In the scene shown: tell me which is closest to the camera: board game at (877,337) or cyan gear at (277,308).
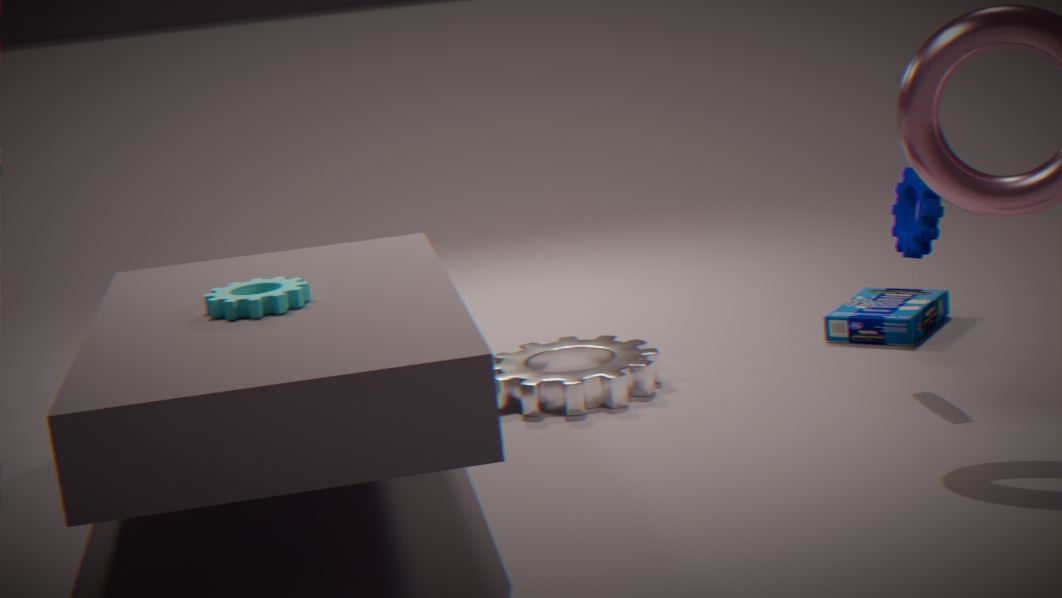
cyan gear at (277,308)
